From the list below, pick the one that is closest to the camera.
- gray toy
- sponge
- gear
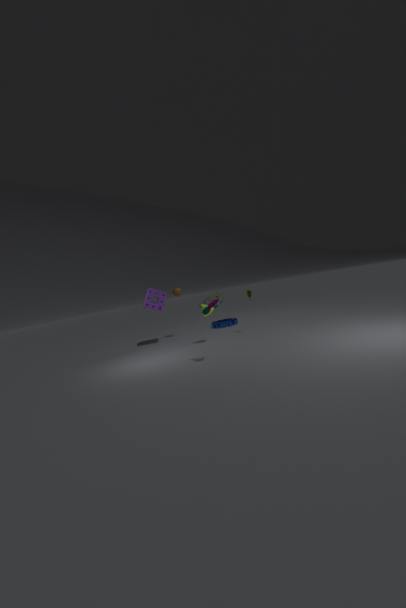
gray toy
